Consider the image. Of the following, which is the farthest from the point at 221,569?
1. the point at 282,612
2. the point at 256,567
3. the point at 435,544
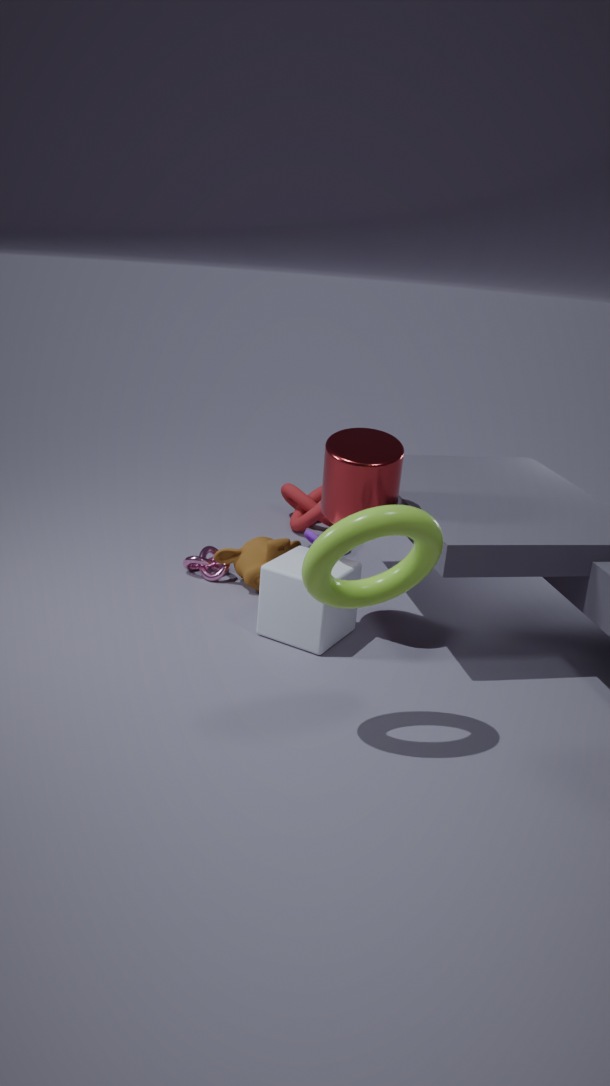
the point at 435,544
